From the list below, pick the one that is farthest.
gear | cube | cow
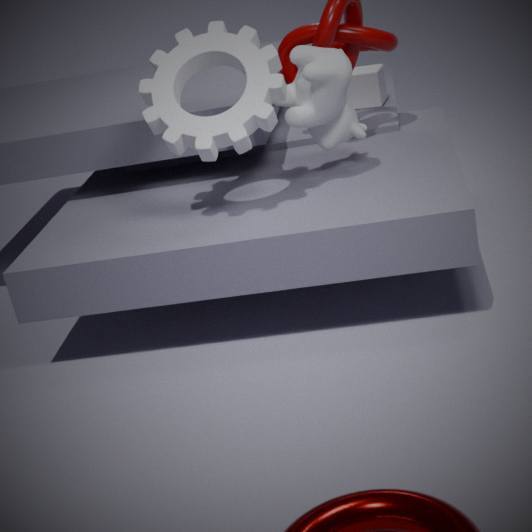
cube
